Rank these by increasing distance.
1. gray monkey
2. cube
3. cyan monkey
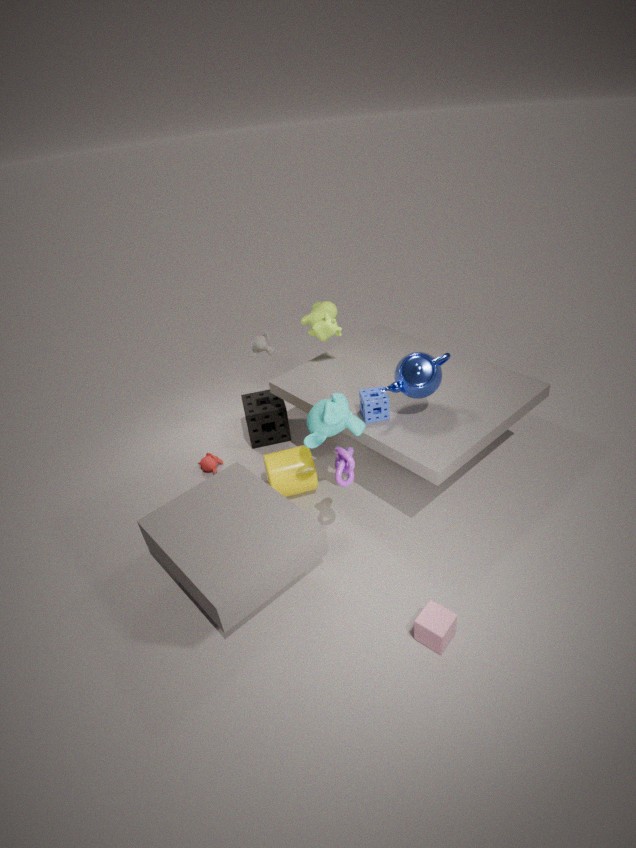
cube → cyan monkey → gray monkey
